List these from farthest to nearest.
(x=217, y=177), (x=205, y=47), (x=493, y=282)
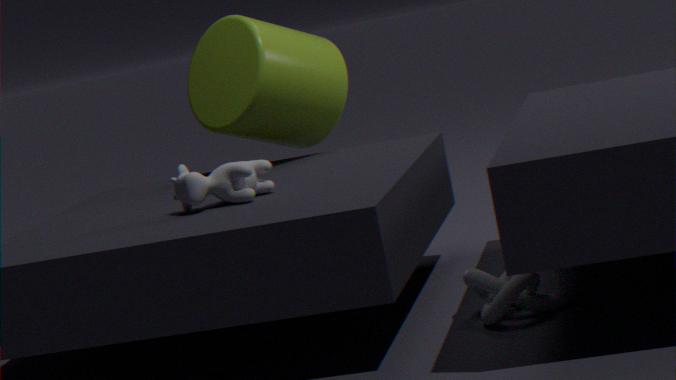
(x=205, y=47) → (x=217, y=177) → (x=493, y=282)
